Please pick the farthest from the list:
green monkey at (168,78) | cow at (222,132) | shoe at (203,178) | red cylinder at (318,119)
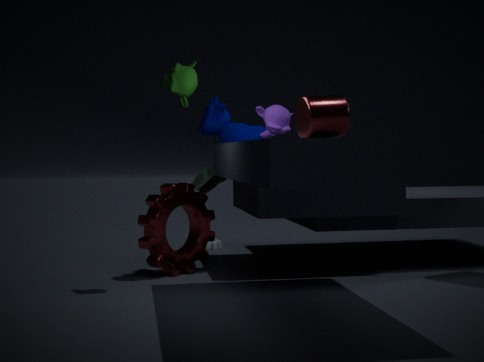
shoe at (203,178)
